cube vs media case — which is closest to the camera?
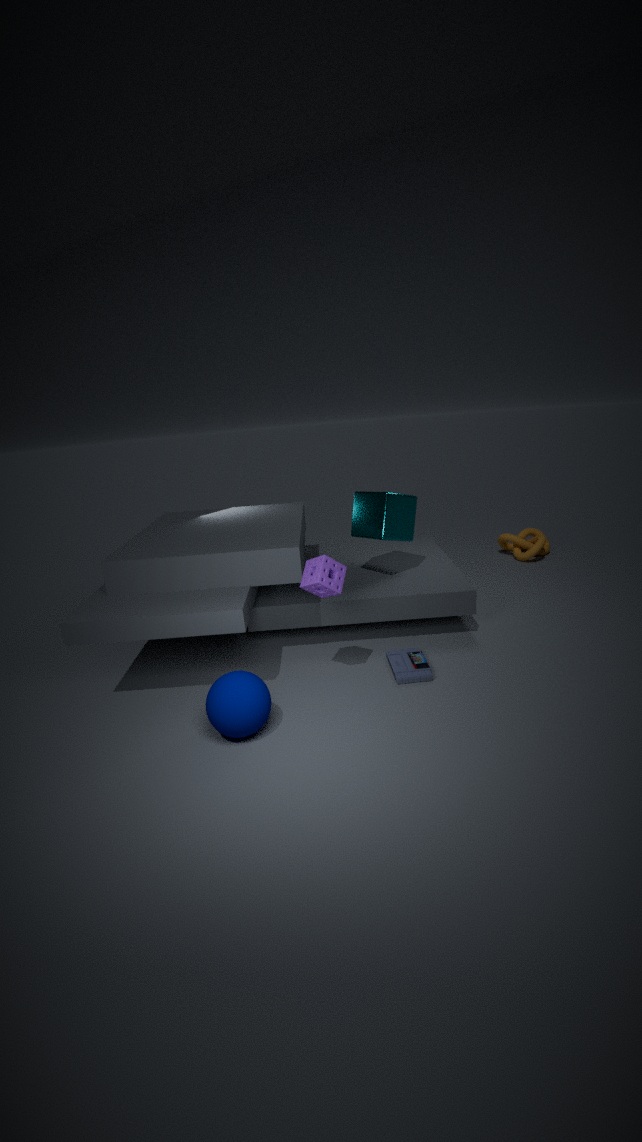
media case
